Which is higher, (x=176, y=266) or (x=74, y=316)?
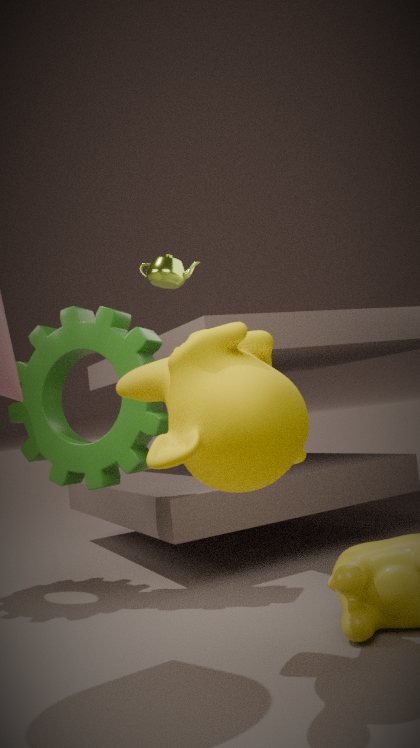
(x=176, y=266)
